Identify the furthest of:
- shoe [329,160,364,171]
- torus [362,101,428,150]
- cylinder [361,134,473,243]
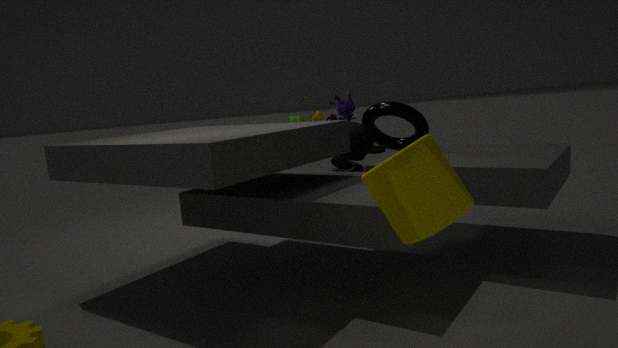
shoe [329,160,364,171]
